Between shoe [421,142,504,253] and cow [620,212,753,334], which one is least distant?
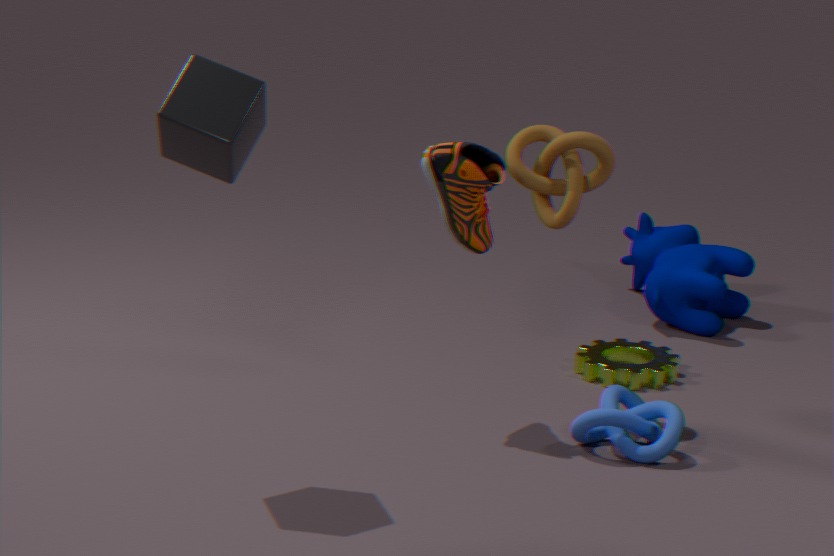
shoe [421,142,504,253]
